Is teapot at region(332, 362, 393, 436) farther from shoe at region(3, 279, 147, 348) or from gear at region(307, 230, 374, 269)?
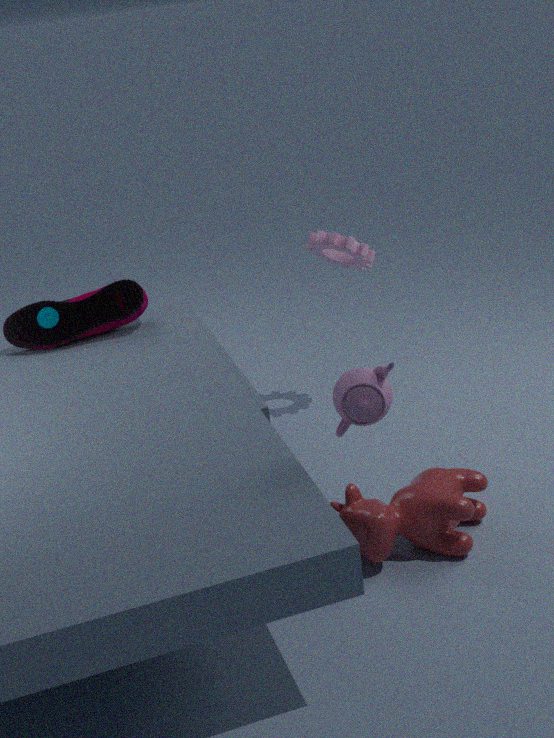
shoe at region(3, 279, 147, 348)
